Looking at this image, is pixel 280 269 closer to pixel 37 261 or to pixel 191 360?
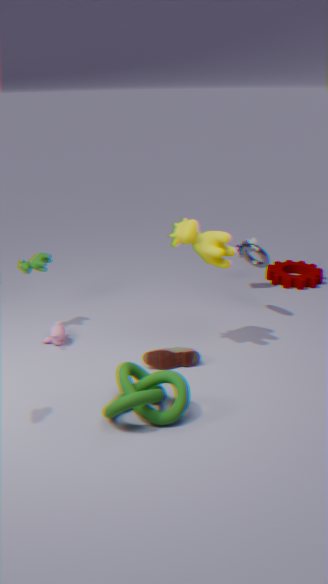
pixel 191 360
